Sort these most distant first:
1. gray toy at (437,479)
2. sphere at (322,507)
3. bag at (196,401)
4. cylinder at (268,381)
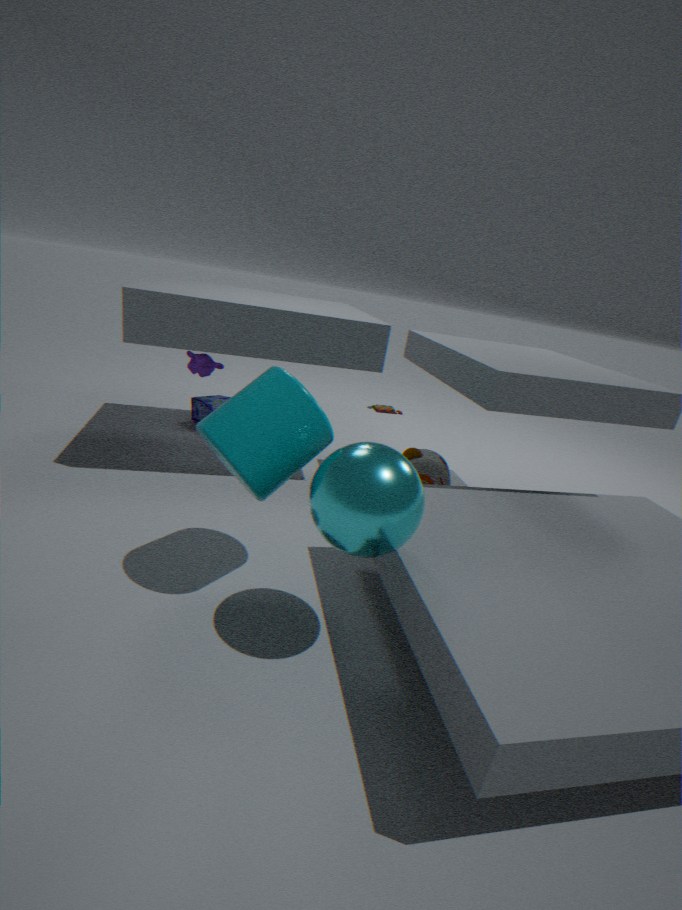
bag at (196,401) < gray toy at (437,479) < cylinder at (268,381) < sphere at (322,507)
